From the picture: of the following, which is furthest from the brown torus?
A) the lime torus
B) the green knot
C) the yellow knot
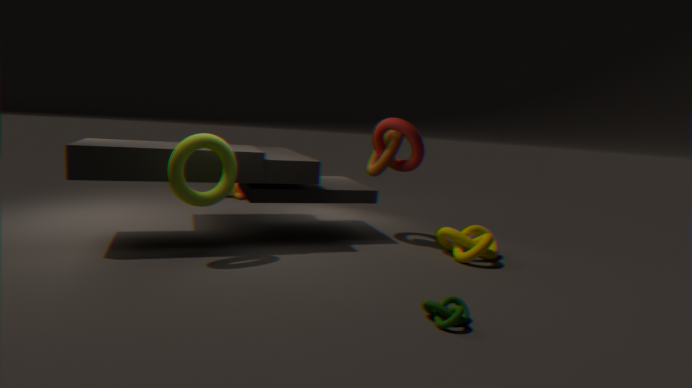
the green knot
